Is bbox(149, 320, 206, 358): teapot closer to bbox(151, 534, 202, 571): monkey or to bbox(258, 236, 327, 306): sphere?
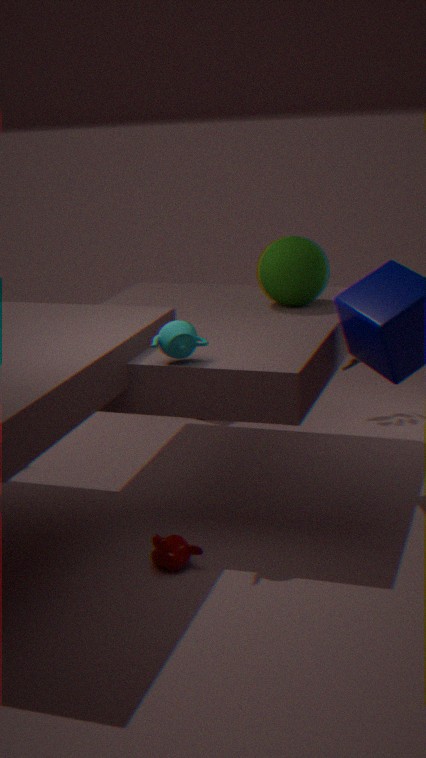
bbox(151, 534, 202, 571): monkey
